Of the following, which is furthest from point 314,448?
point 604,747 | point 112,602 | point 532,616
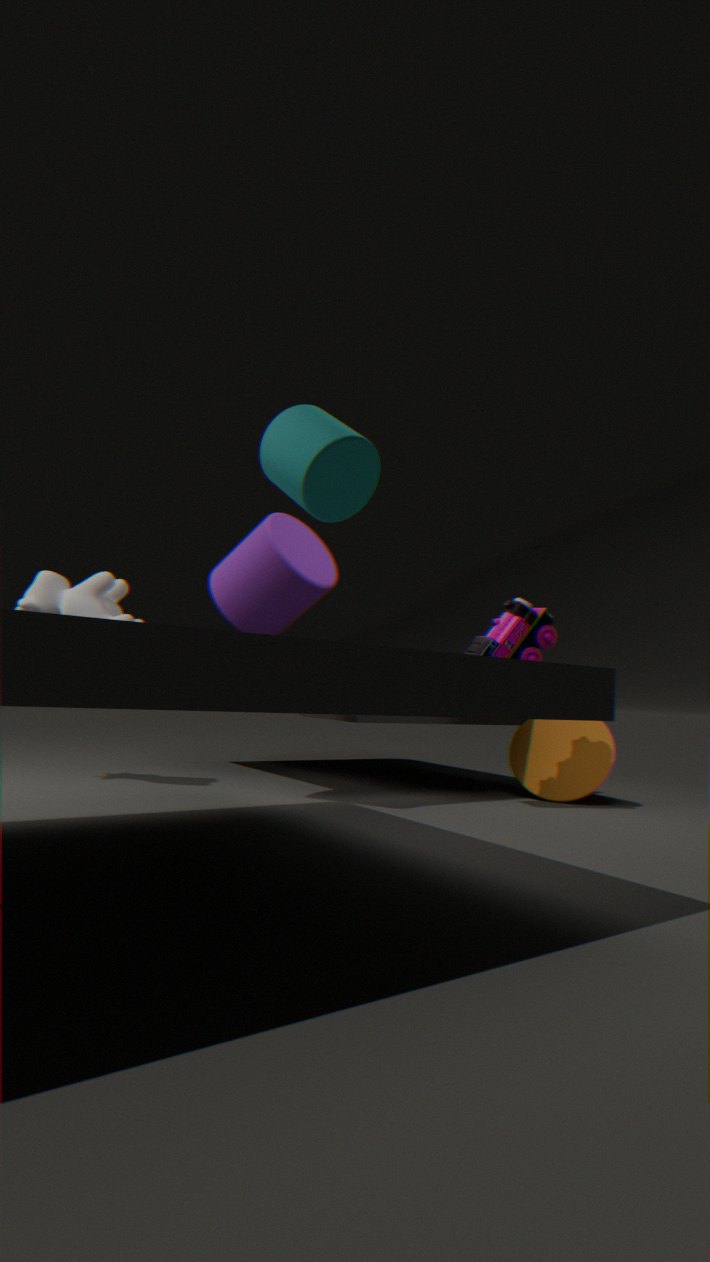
point 604,747
